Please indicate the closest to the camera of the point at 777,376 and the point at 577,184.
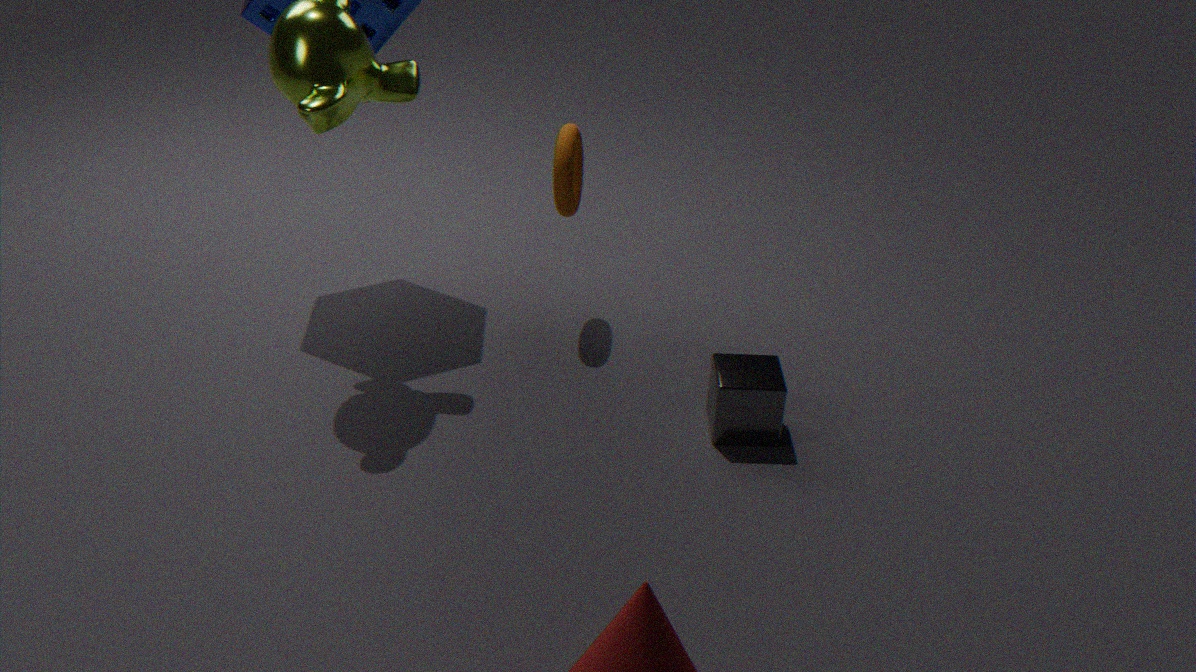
the point at 777,376
